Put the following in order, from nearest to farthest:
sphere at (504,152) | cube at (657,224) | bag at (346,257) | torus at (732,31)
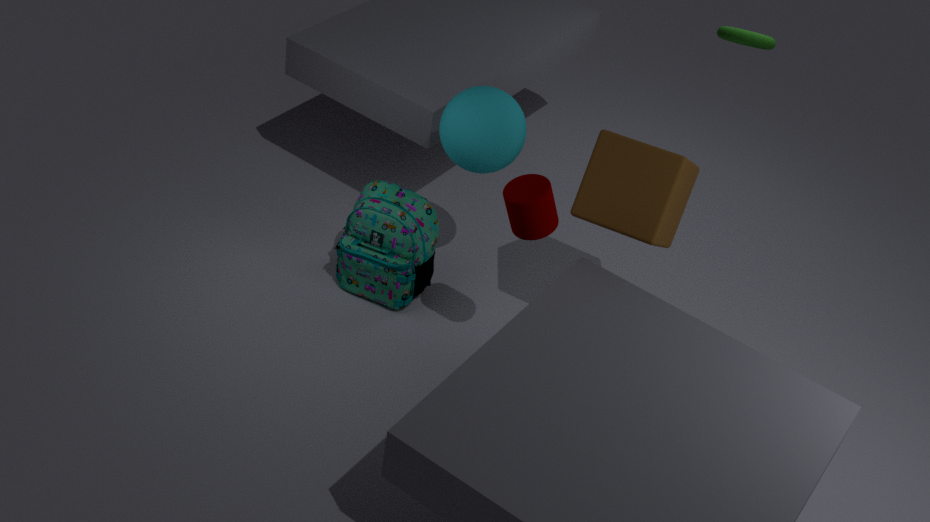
cube at (657,224)
sphere at (504,152)
bag at (346,257)
torus at (732,31)
